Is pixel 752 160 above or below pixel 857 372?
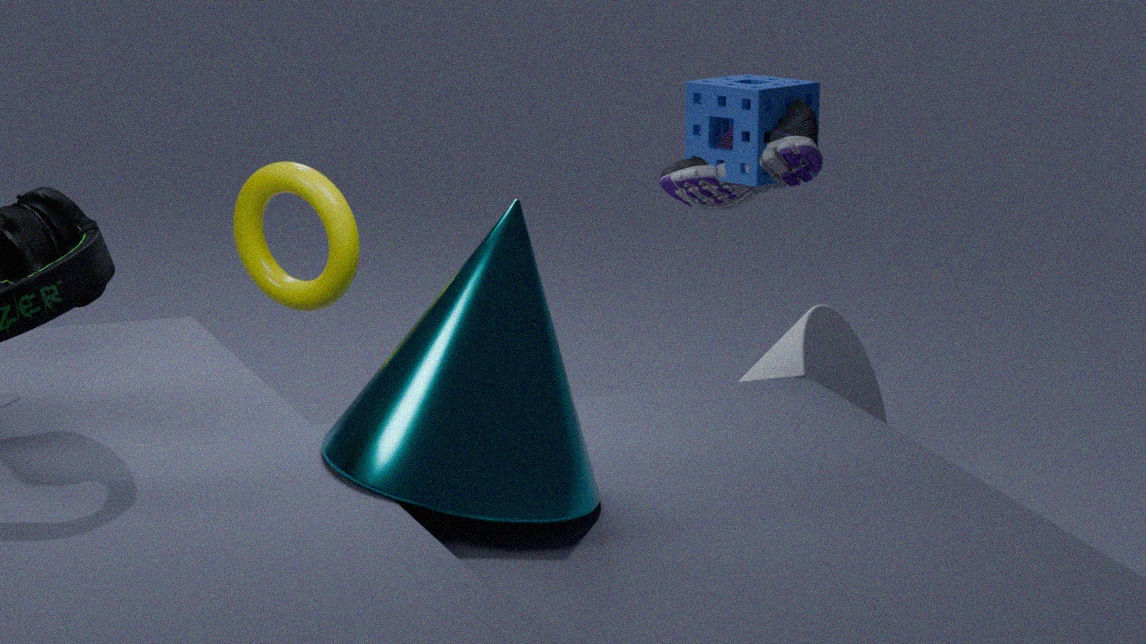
above
